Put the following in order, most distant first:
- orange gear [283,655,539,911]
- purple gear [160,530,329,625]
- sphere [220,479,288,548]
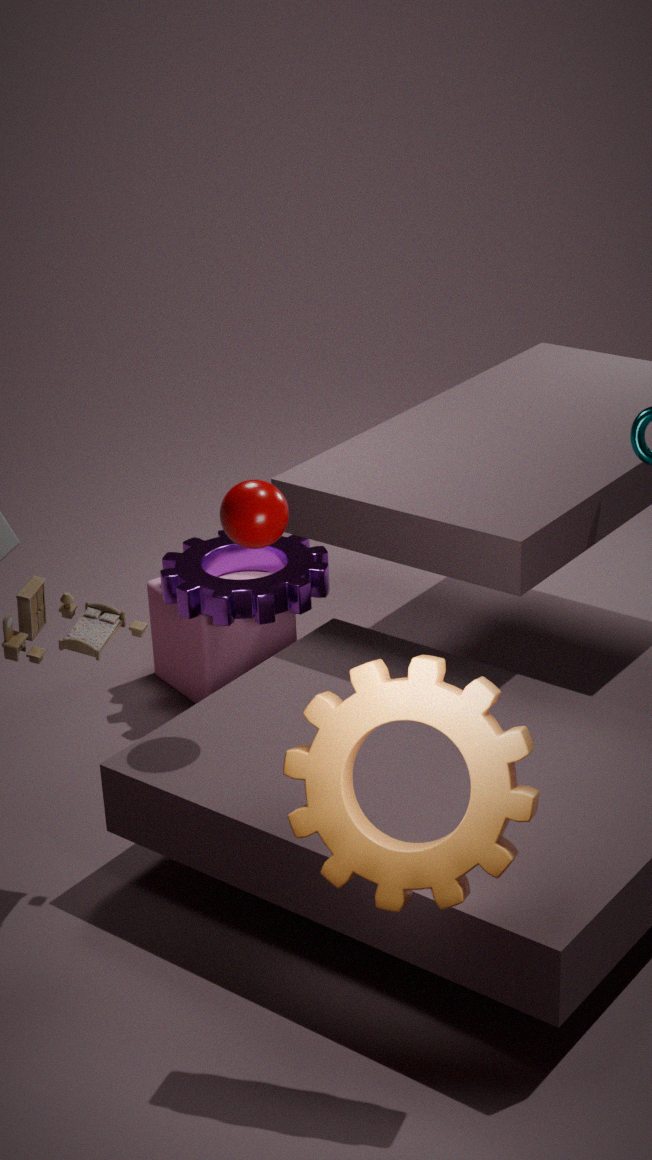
purple gear [160,530,329,625] → sphere [220,479,288,548] → orange gear [283,655,539,911]
